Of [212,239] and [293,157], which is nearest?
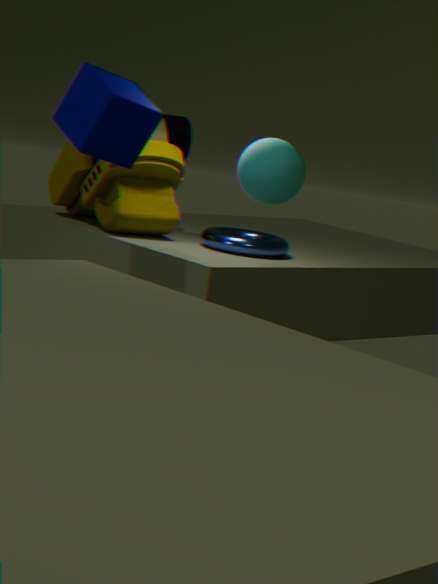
[293,157]
